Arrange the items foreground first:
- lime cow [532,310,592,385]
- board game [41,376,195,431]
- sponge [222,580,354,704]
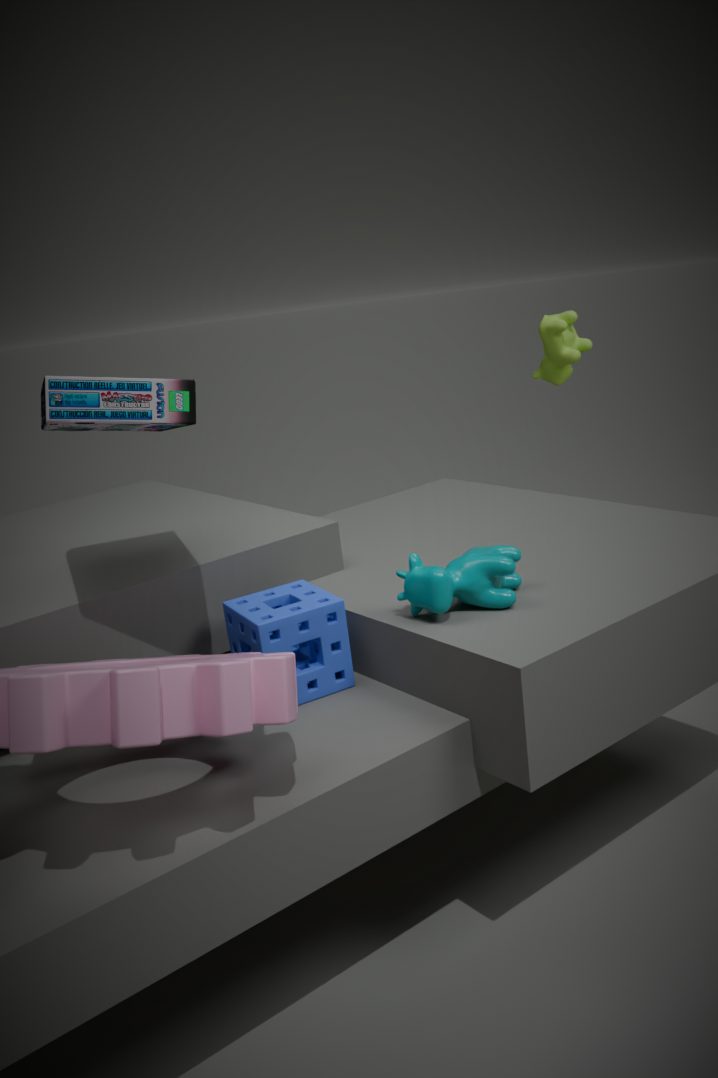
board game [41,376,195,431] → sponge [222,580,354,704] → lime cow [532,310,592,385]
